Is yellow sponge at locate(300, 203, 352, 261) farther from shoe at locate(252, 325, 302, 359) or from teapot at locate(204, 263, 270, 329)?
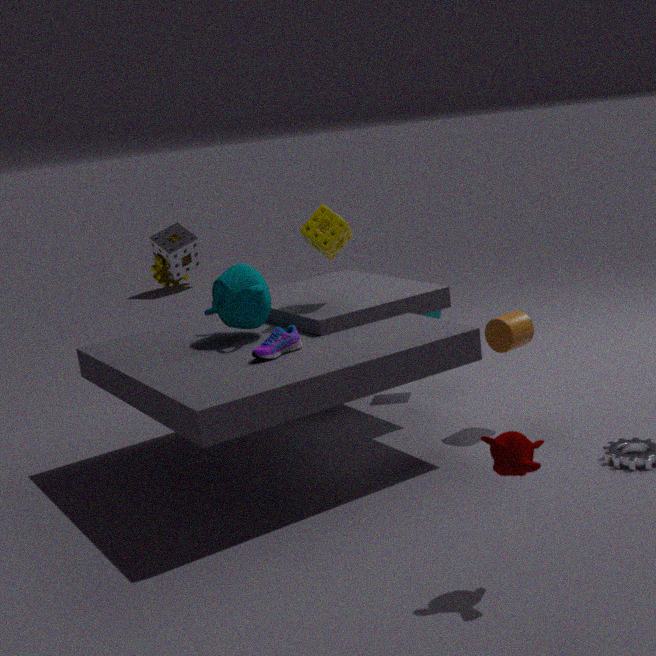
shoe at locate(252, 325, 302, 359)
